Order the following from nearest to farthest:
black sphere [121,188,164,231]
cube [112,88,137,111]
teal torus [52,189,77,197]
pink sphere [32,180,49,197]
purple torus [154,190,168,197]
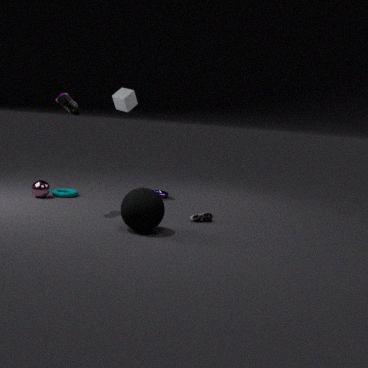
1. black sphere [121,188,164,231]
2. pink sphere [32,180,49,197]
3. teal torus [52,189,77,197]
4. cube [112,88,137,111]
5. purple torus [154,190,168,197]
